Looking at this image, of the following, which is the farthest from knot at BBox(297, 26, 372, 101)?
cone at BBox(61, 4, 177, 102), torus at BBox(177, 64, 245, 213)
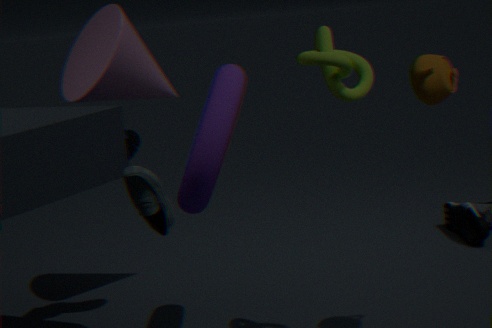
cone at BBox(61, 4, 177, 102)
